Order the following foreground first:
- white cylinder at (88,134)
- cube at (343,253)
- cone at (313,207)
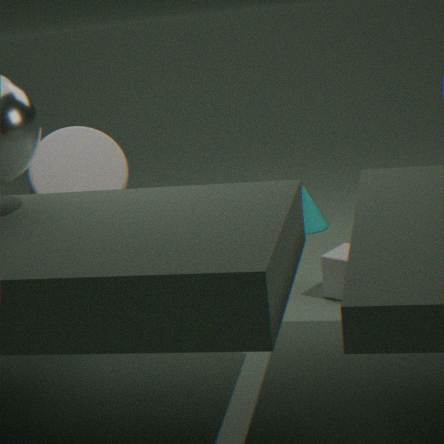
white cylinder at (88,134)
cube at (343,253)
cone at (313,207)
